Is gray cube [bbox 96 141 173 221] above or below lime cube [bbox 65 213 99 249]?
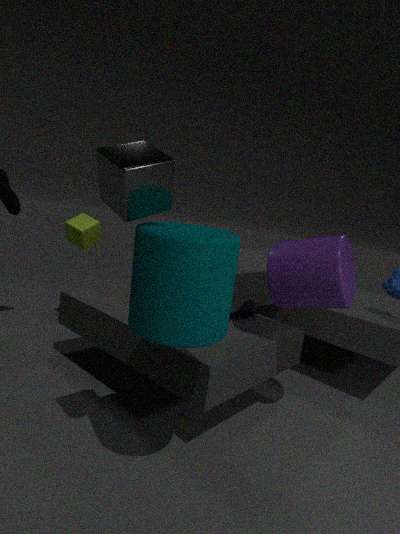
above
